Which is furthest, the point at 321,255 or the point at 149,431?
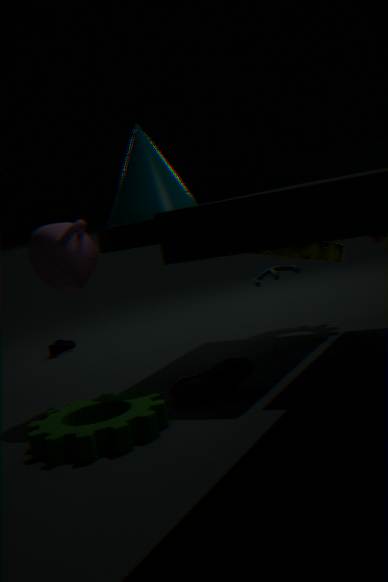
the point at 321,255
